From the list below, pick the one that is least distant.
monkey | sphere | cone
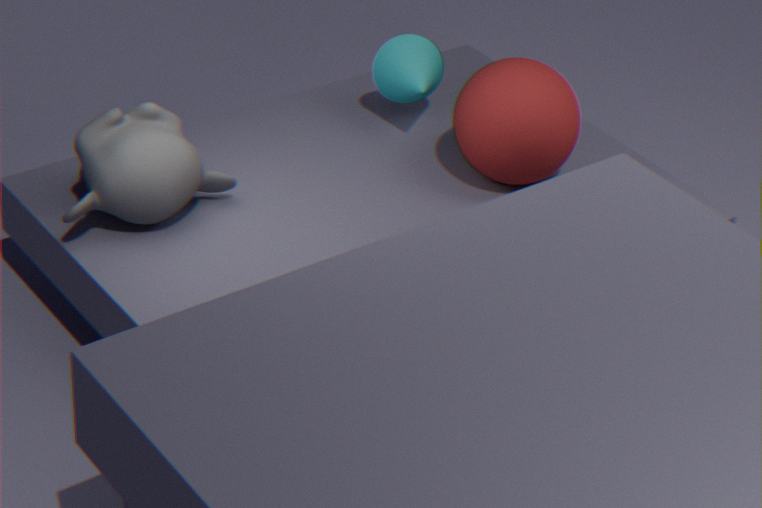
monkey
